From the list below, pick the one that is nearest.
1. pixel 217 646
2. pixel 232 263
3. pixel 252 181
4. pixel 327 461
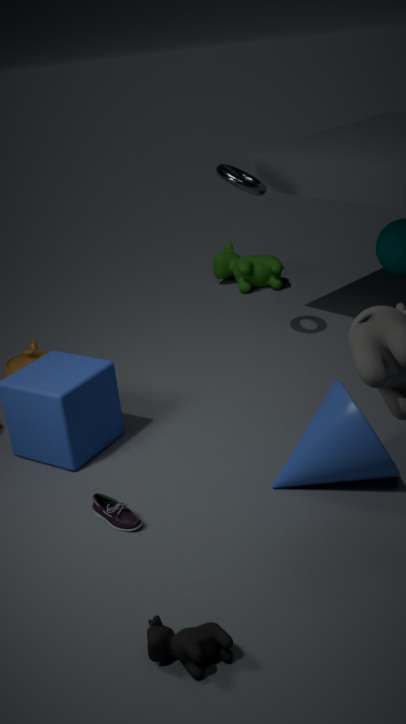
pixel 217 646
